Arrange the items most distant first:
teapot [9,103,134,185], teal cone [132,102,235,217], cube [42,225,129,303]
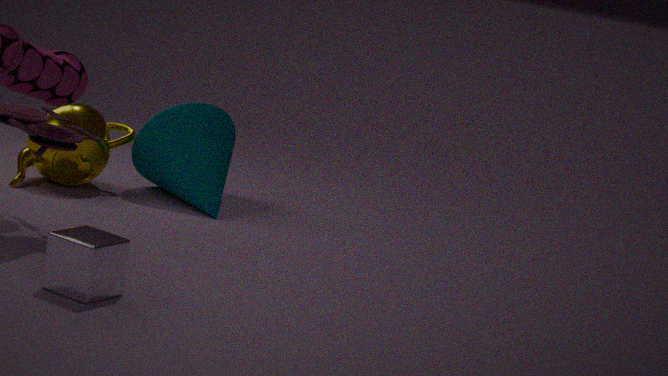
teal cone [132,102,235,217] < teapot [9,103,134,185] < cube [42,225,129,303]
